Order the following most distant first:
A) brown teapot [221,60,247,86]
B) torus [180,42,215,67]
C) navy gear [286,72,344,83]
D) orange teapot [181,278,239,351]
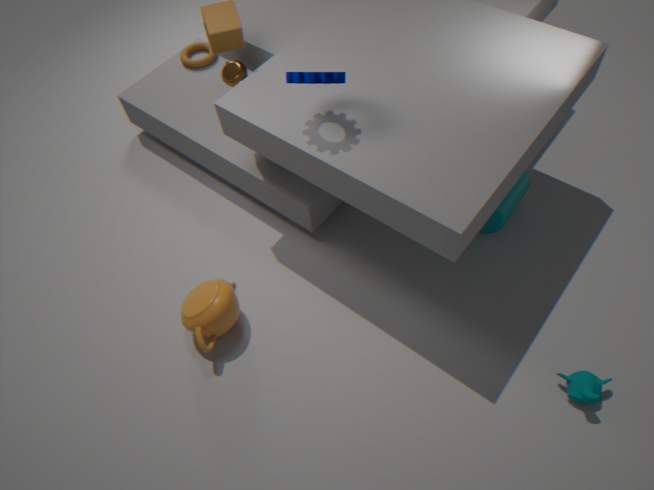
torus [180,42,215,67] → brown teapot [221,60,247,86] → orange teapot [181,278,239,351] → navy gear [286,72,344,83]
